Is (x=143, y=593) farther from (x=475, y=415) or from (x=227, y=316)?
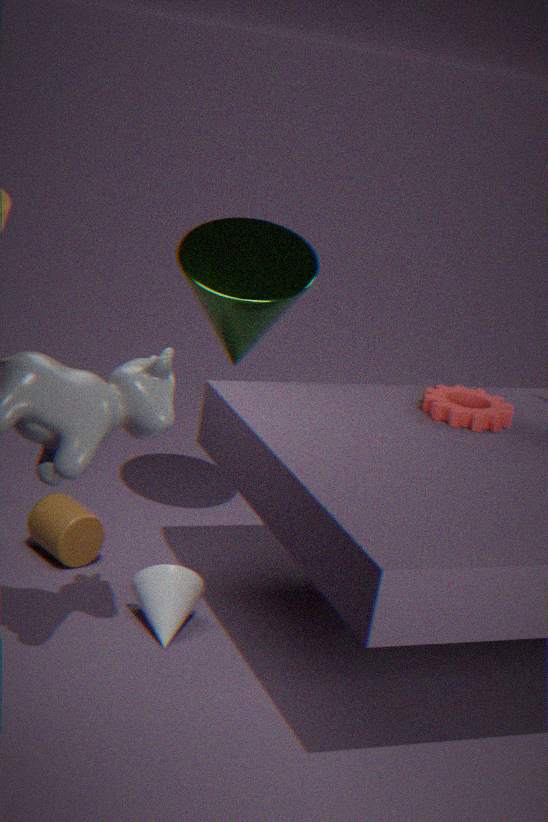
(x=475, y=415)
